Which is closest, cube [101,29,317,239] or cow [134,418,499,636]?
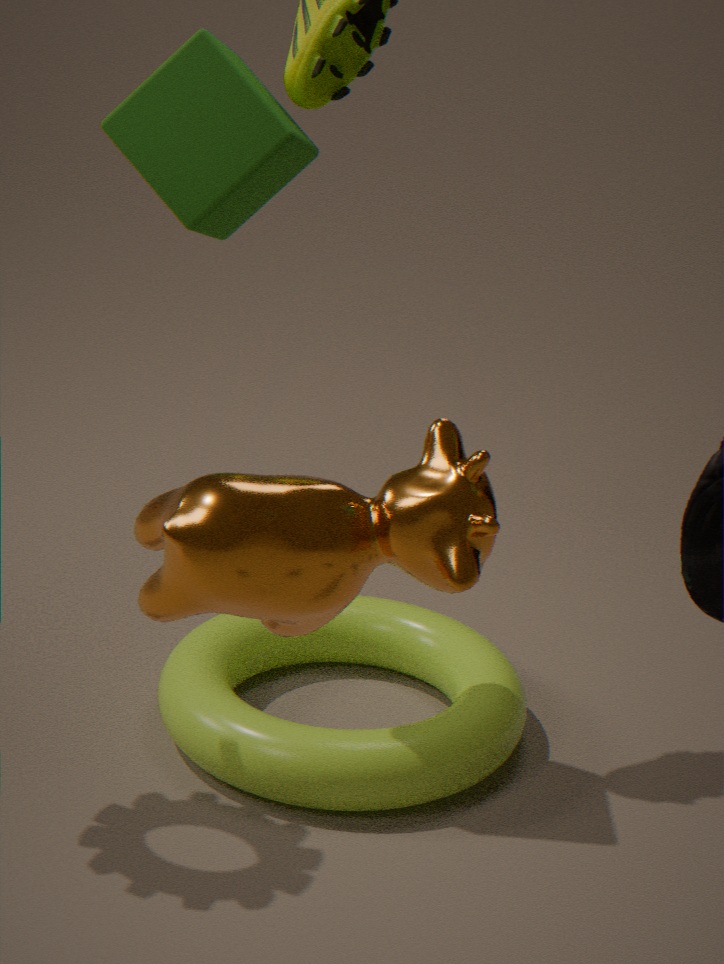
cow [134,418,499,636]
